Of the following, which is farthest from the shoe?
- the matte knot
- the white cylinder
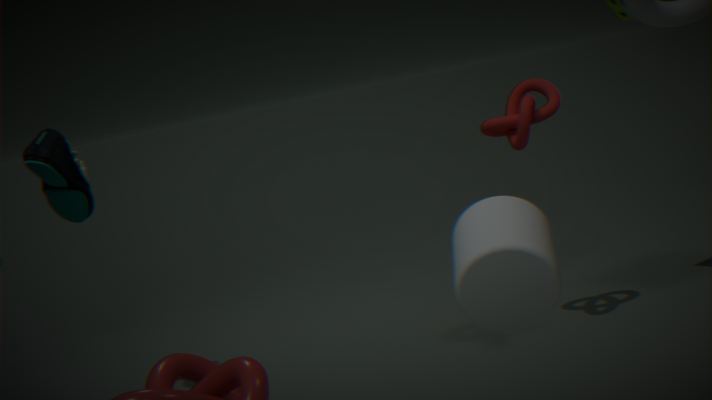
the white cylinder
